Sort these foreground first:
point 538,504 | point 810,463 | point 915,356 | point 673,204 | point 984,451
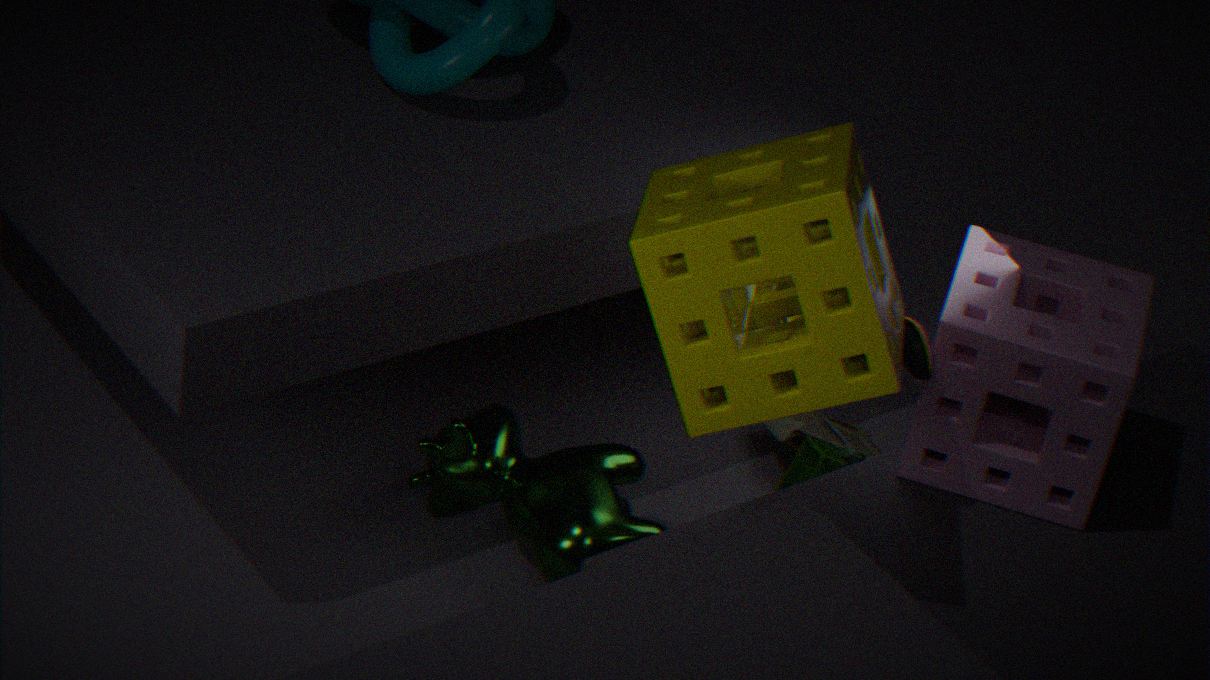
1. point 673,204
2. point 915,356
3. point 984,451
4. point 538,504
5. point 810,463
